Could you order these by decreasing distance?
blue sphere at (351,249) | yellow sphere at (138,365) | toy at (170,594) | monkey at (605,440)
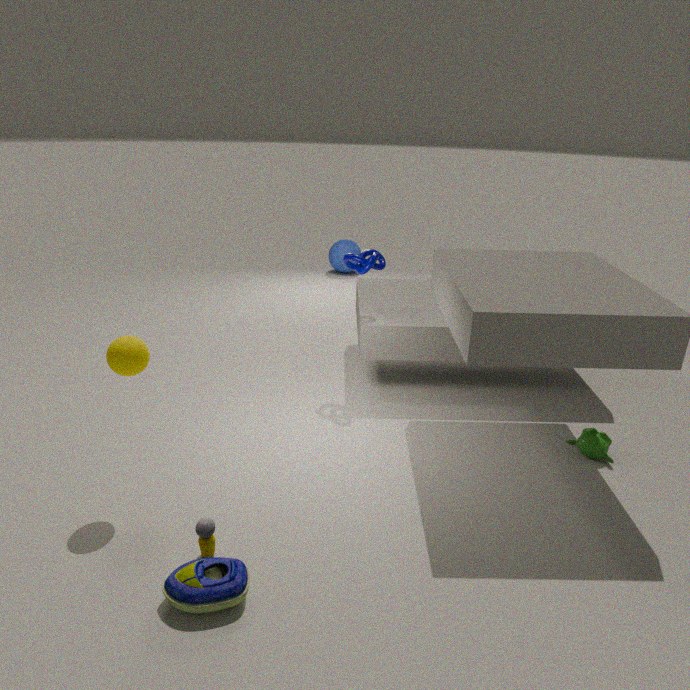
1. blue sphere at (351,249)
2. monkey at (605,440)
3. yellow sphere at (138,365)
4. toy at (170,594)
